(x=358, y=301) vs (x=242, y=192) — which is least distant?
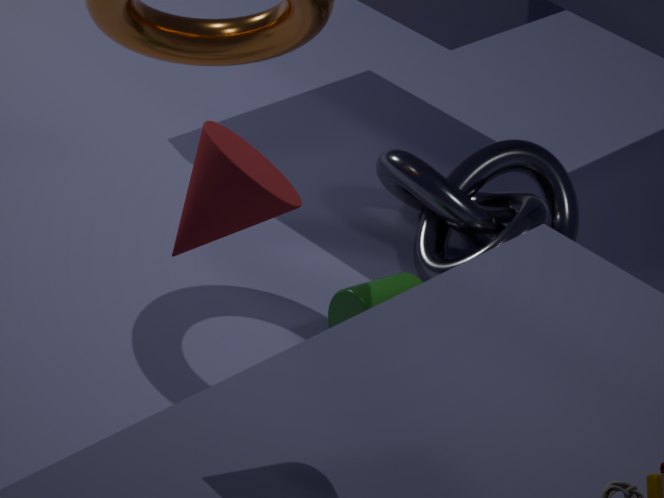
(x=242, y=192)
